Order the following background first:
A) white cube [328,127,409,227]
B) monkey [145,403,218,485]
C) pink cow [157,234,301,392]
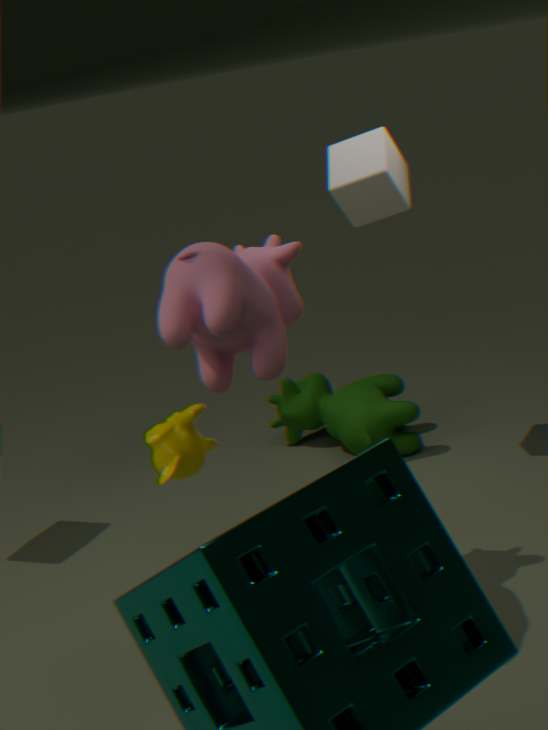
white cube [328,127,409,227], monkey [145,403,218,485], pink cow [157,234,301,392]
